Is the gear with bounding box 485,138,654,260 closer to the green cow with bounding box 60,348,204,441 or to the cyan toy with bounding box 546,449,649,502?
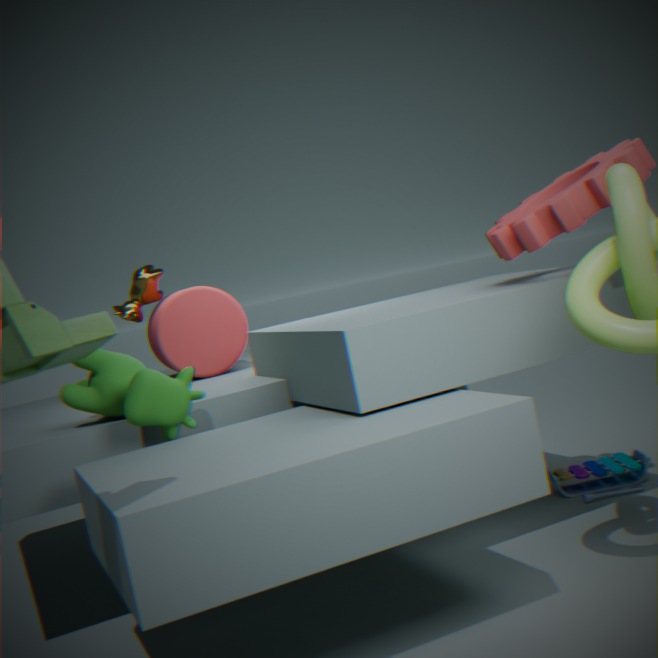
the cyan toy with bounding box 546,449,649,502
